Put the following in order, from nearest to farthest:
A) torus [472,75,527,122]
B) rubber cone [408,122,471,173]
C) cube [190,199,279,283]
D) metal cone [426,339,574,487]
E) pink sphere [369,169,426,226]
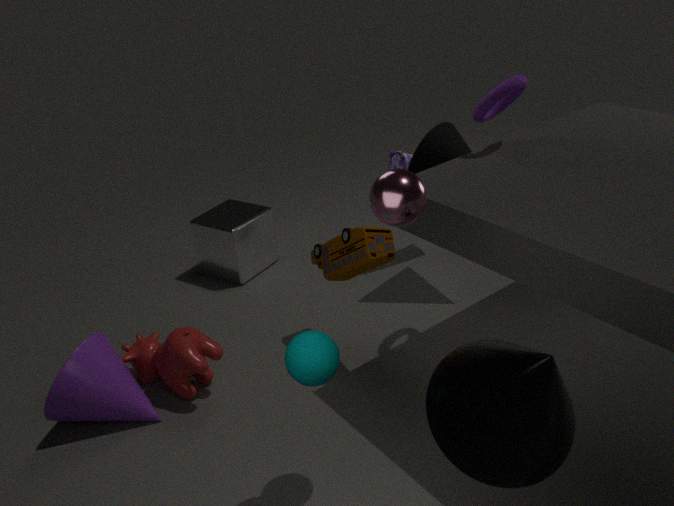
metal cone [426,339,574,487], pink sphere [369,169,426,226], torus [472,75,527,122], rubber cone [408,122,471,173], cube [190,199,279,283]
